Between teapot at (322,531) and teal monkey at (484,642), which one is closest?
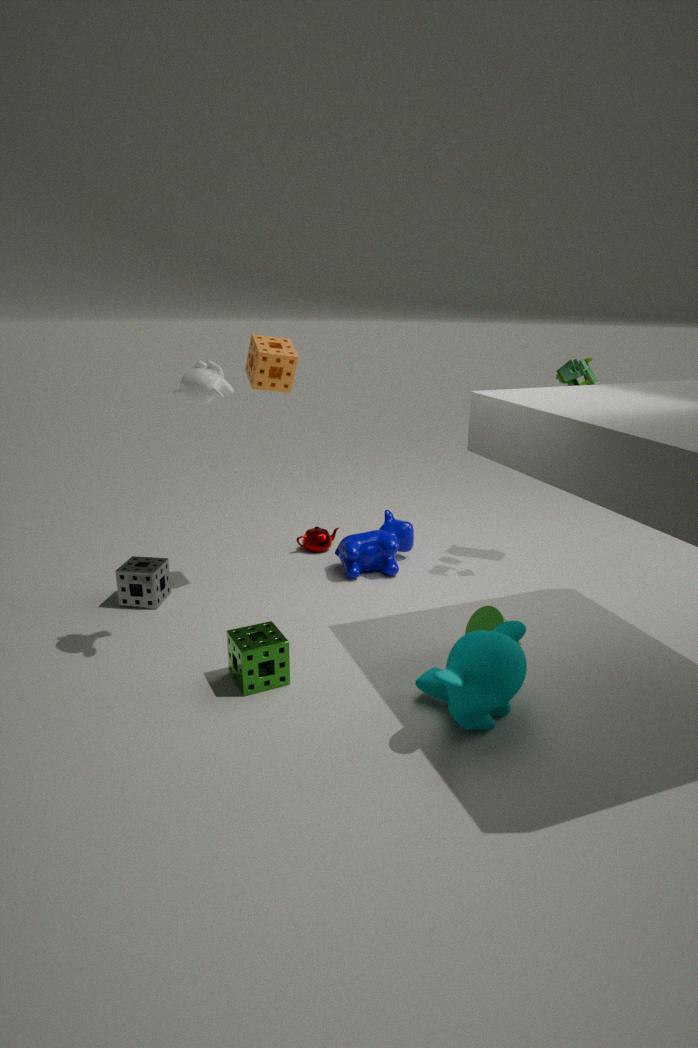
teal monkey at (484,642)
